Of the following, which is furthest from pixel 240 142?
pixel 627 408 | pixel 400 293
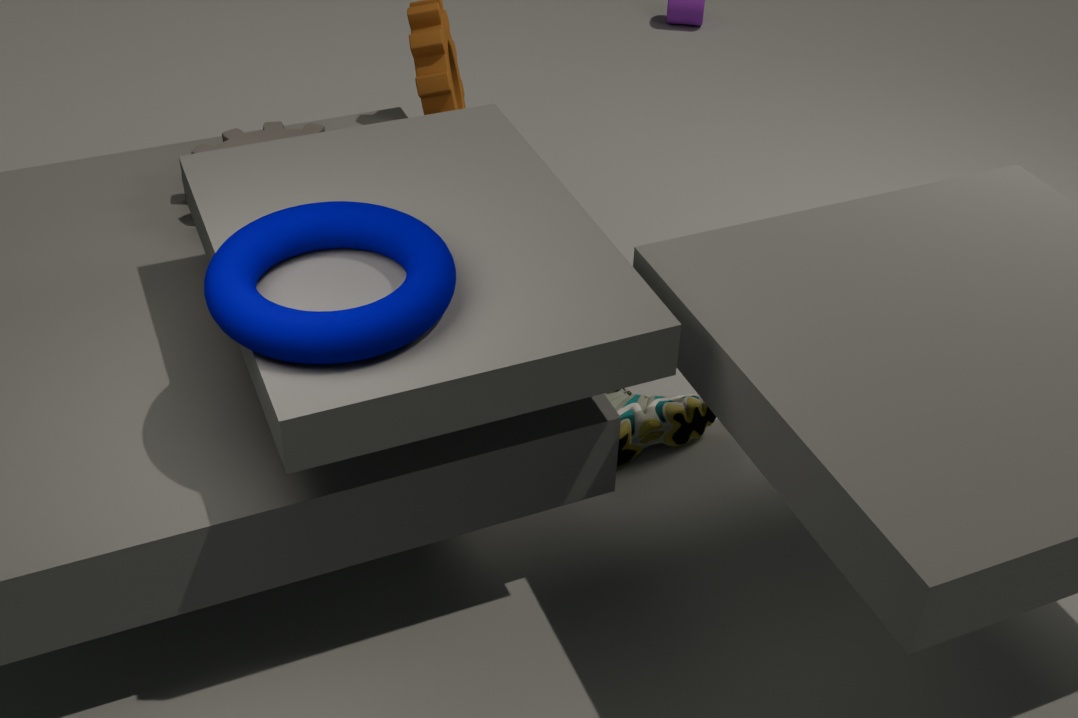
pixel 627 408
